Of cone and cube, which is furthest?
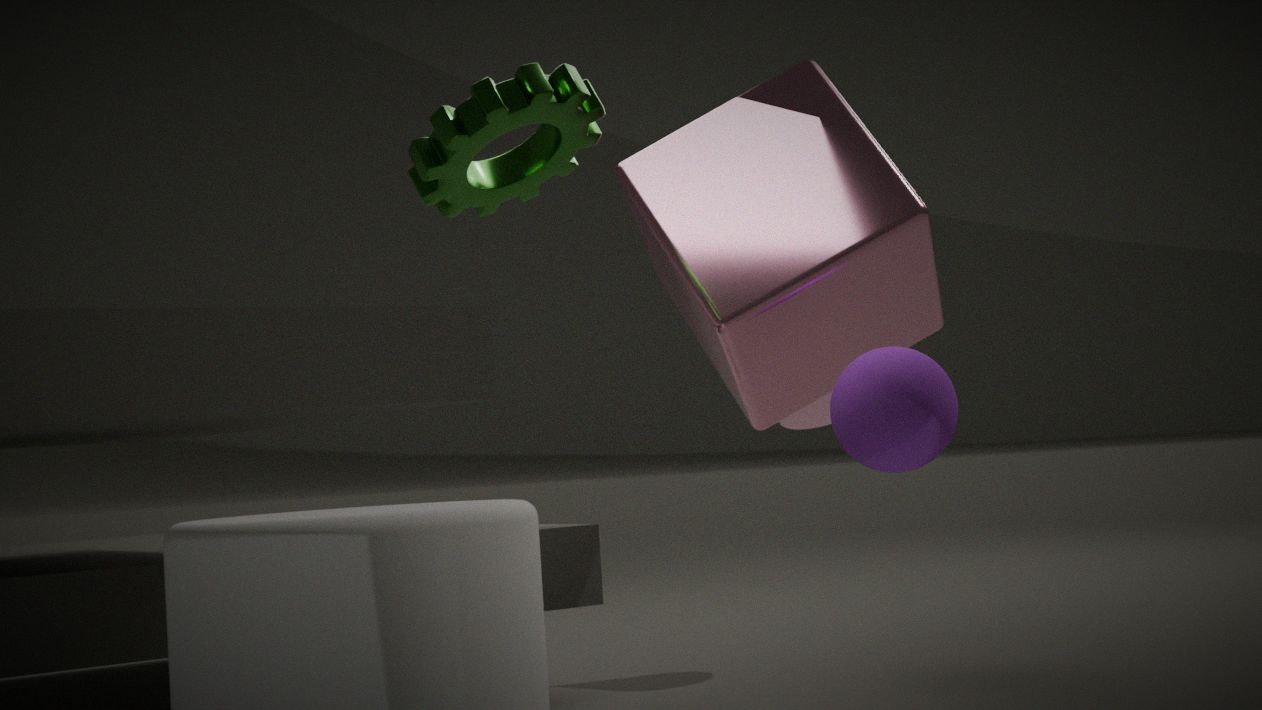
cone
